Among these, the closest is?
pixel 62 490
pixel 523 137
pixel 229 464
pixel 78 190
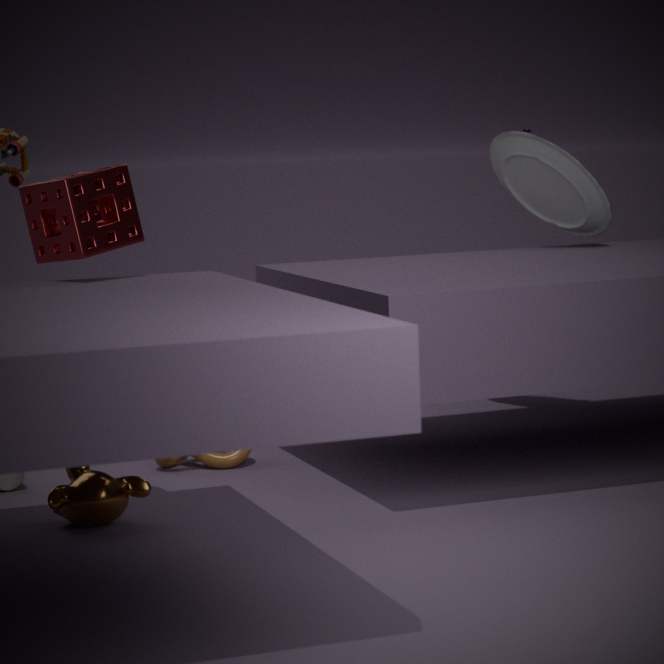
pixel 78 190
